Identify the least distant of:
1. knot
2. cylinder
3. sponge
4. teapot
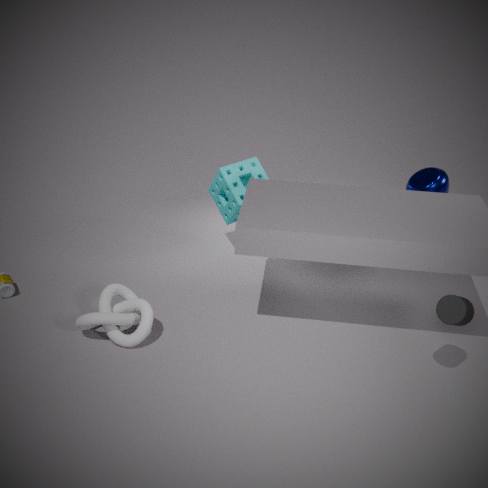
cylinder
